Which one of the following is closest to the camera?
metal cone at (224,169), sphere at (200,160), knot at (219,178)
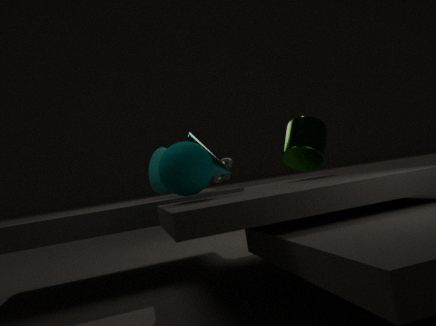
sphere at (200,160)
